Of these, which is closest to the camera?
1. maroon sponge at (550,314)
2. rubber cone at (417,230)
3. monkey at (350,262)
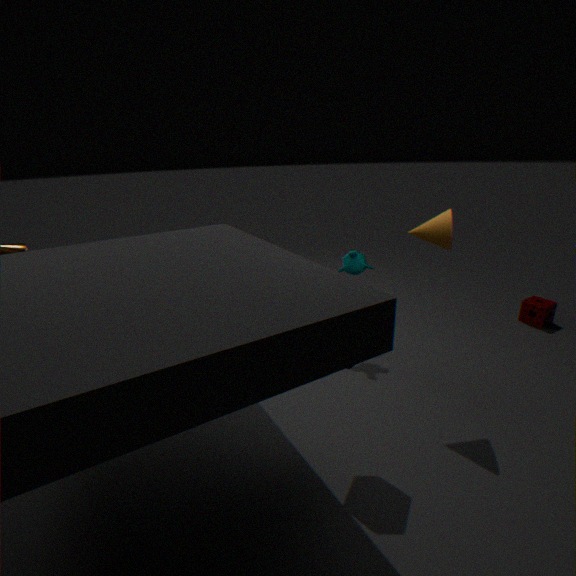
rubber cone at (417,230)
